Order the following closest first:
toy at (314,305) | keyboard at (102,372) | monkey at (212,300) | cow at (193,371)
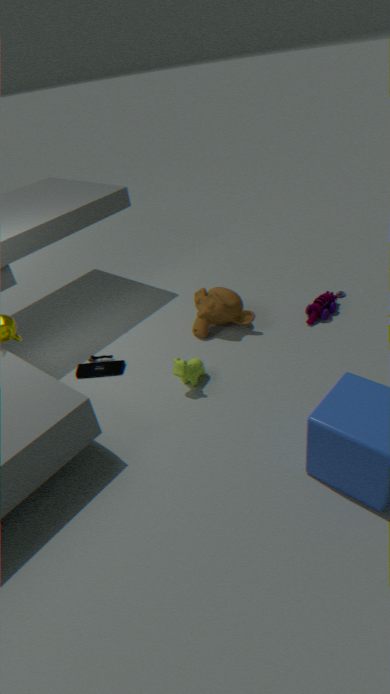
cow at (193,371), keyboard at (102,372), monkey at (212,300), toy at (314,305)
